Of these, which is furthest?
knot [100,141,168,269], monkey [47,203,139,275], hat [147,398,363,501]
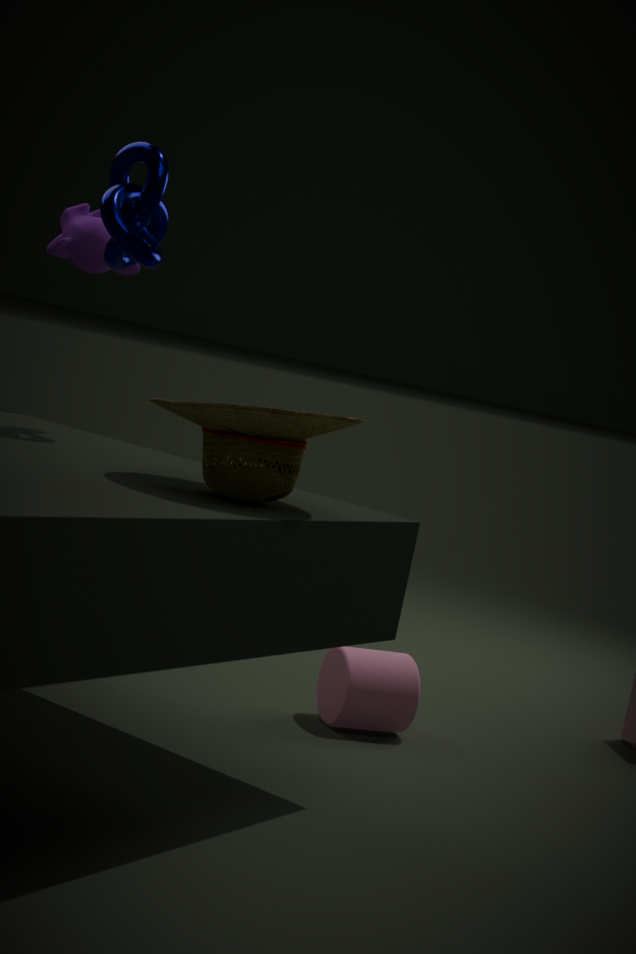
monkey [47,203,139,275]
